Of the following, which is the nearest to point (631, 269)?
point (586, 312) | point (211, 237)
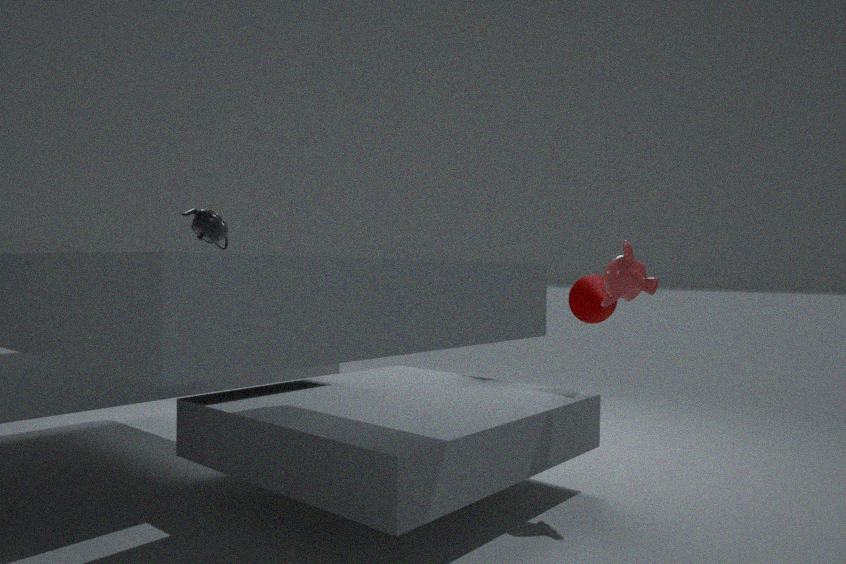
point (586, 312)
